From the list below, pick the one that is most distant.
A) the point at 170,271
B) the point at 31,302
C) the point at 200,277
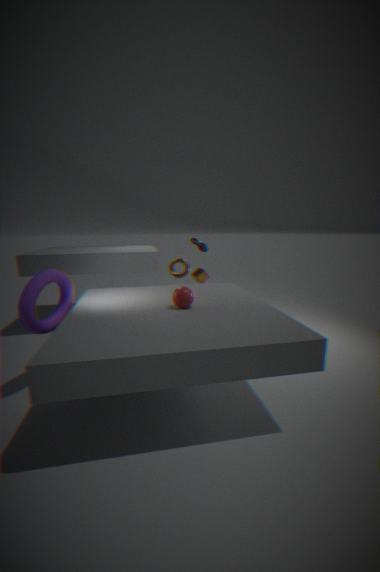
the point at 200,277
